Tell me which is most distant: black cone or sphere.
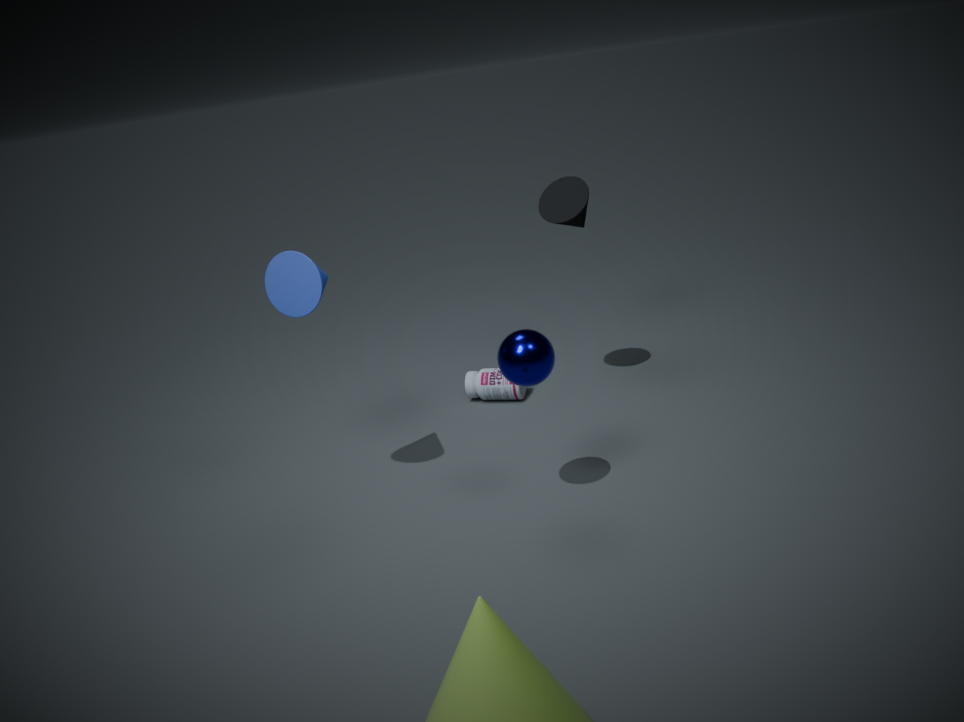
black cone
